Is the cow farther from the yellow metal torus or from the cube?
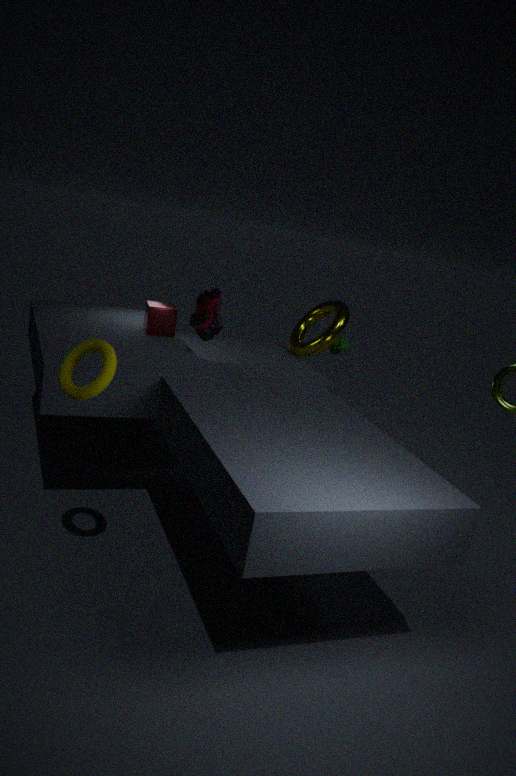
the cube
